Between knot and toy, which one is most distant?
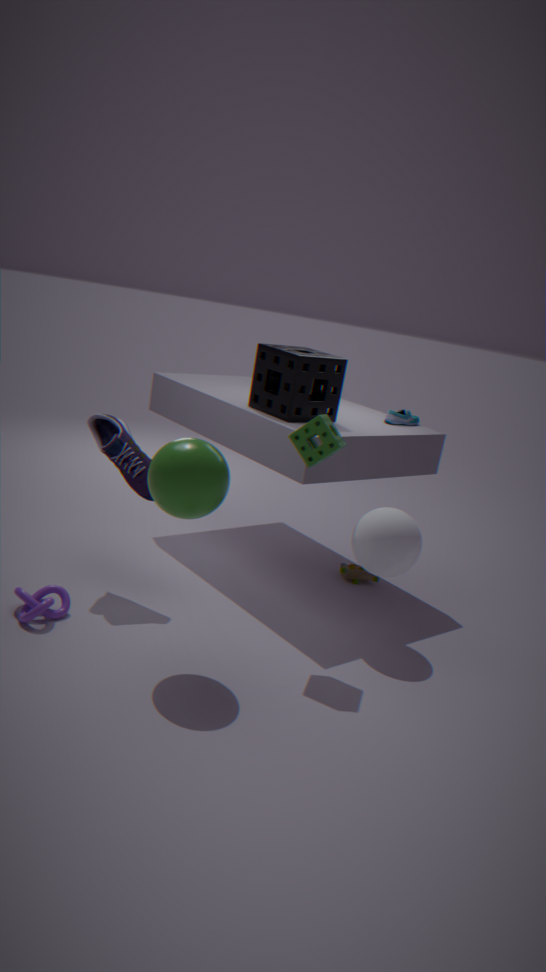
toy
